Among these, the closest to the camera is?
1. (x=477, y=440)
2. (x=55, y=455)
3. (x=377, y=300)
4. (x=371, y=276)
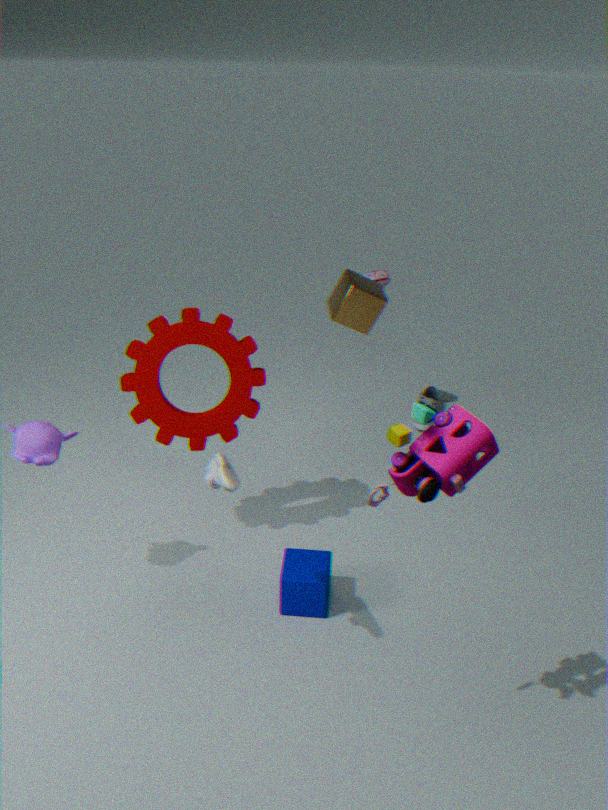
(x=477, y=440)
